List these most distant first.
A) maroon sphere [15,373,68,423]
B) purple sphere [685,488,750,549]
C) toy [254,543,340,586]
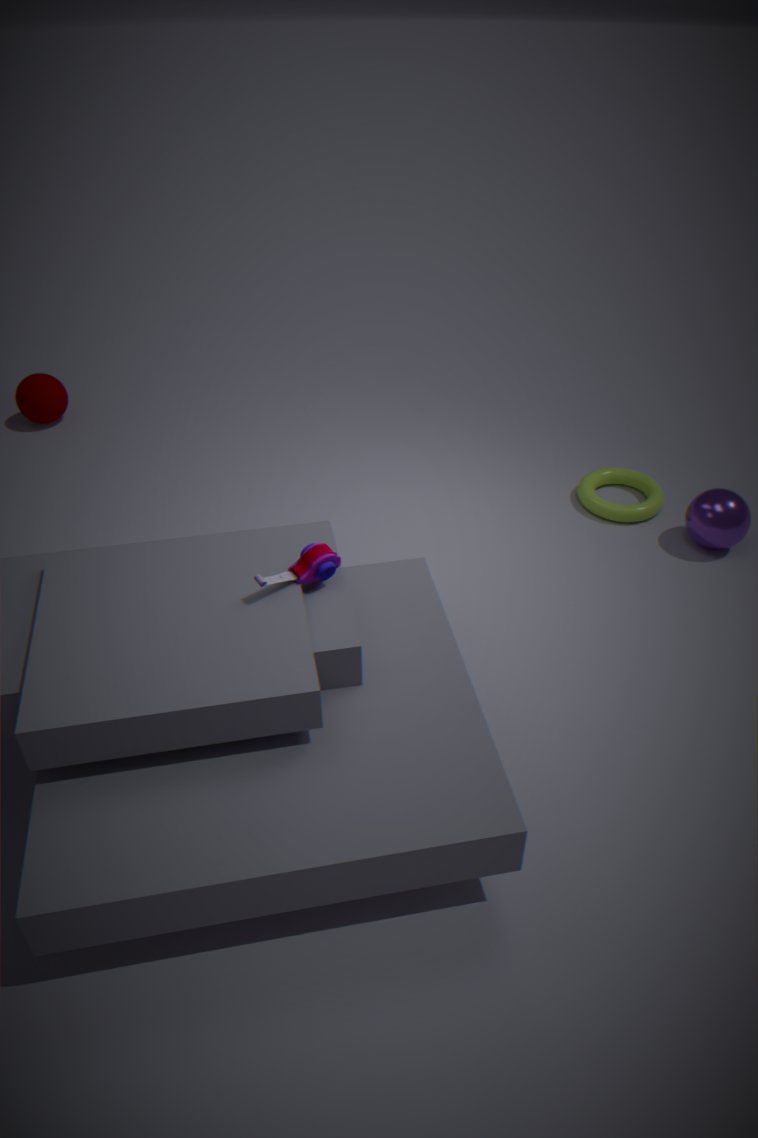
maroon sphere [15,373,68,423], purple sphere [685,488,750,549], toy [254,543,340,586]
